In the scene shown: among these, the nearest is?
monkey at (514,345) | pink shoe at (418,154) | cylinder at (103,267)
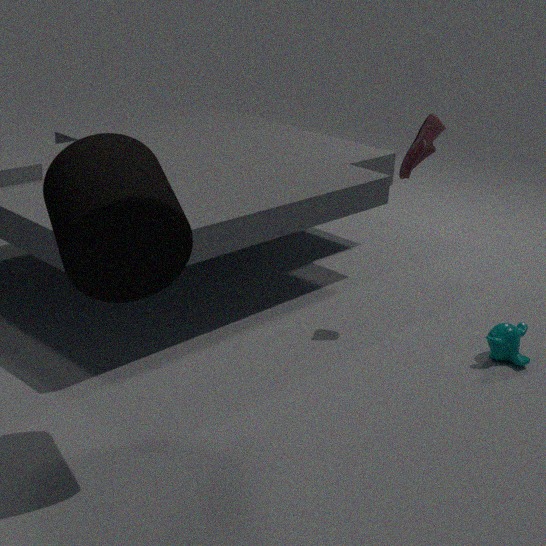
cylinder at (103,267)
